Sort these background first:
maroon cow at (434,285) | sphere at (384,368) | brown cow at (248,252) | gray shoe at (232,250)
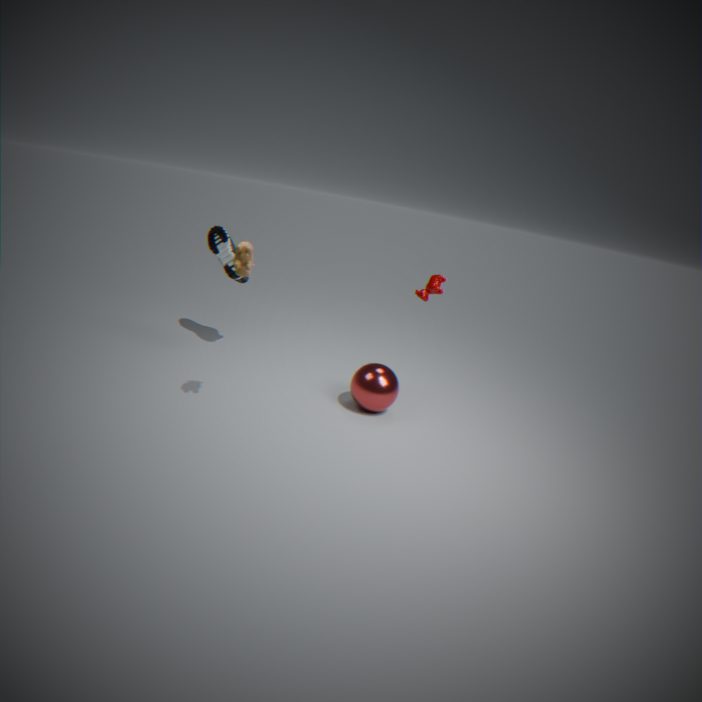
gray shoe at (232,250) → maroon cow at (434,285) → sphere at (384,368) → brown cow at (248,252)
